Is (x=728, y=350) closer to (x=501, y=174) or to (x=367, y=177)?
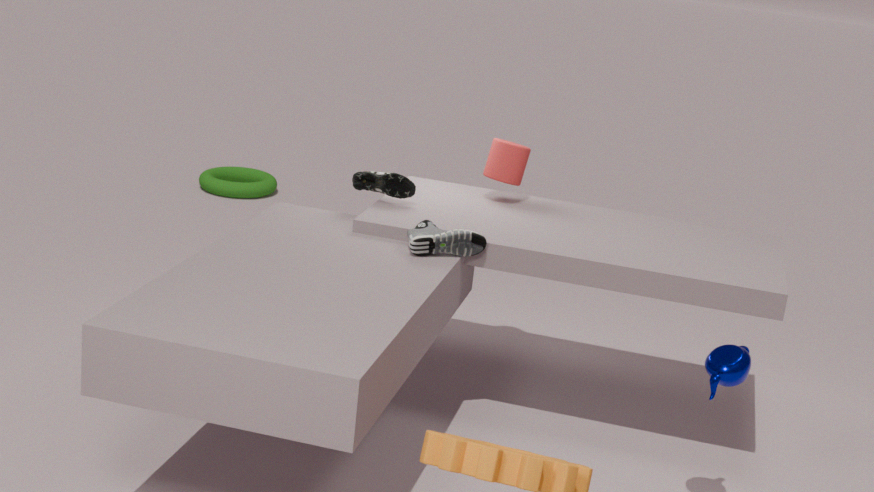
(x=501, y=174)
